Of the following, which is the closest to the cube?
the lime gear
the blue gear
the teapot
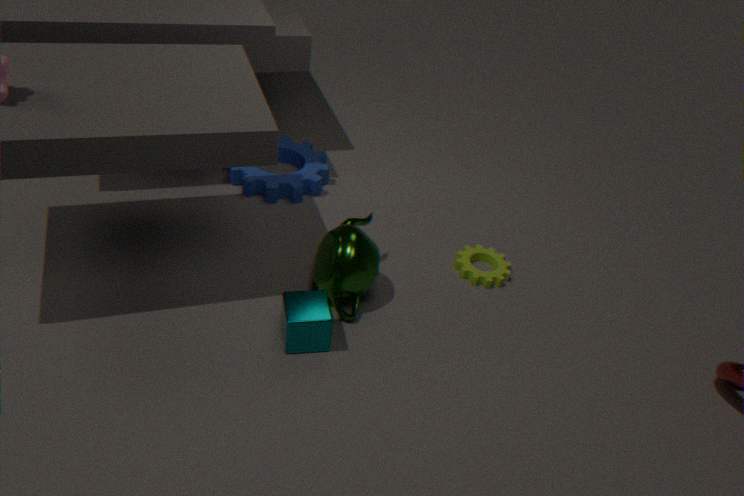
the teapot
